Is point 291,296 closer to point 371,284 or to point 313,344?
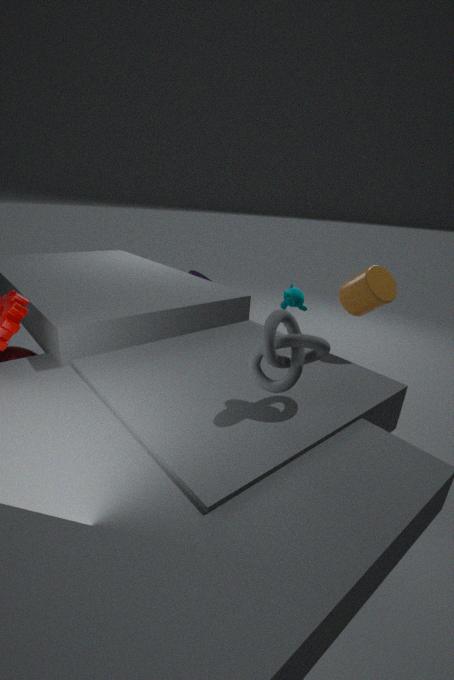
point 371,284
